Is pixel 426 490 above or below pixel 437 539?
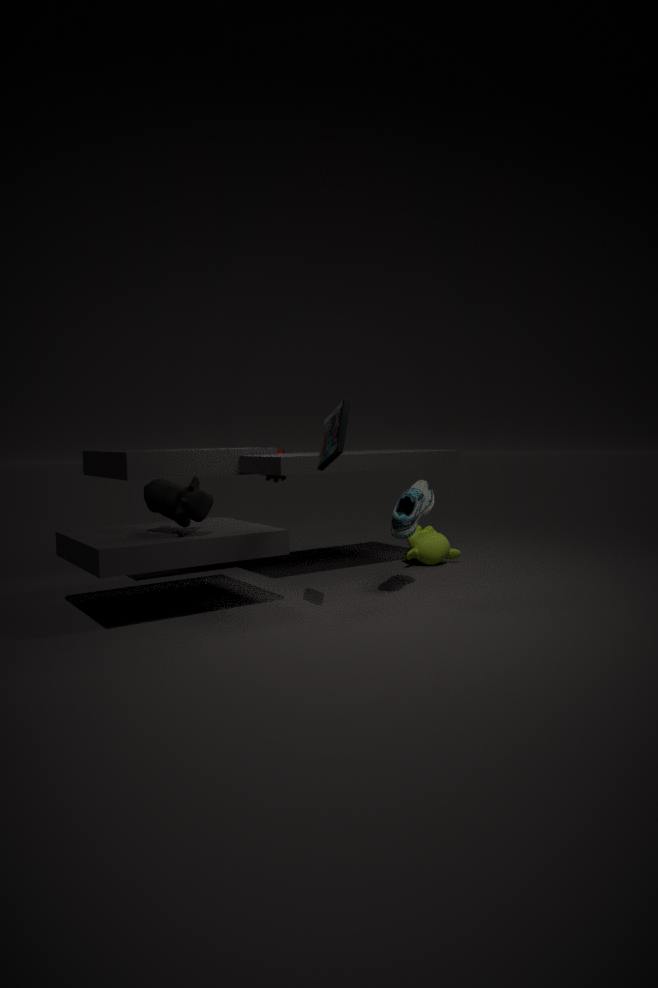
above
